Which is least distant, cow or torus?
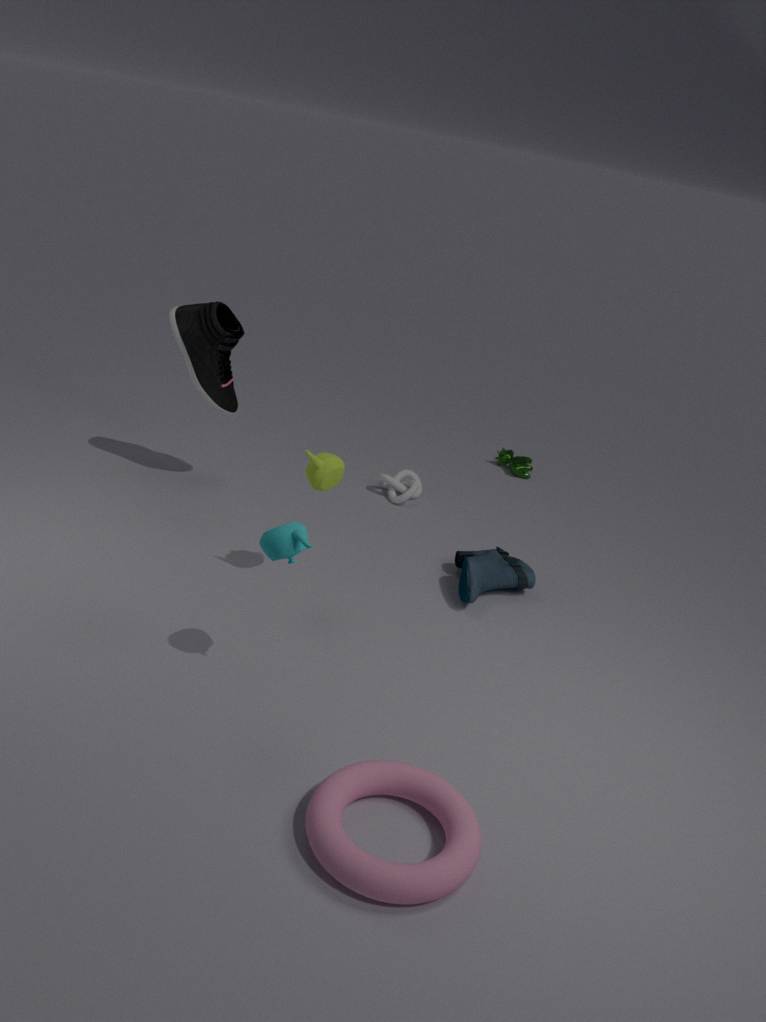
torus
